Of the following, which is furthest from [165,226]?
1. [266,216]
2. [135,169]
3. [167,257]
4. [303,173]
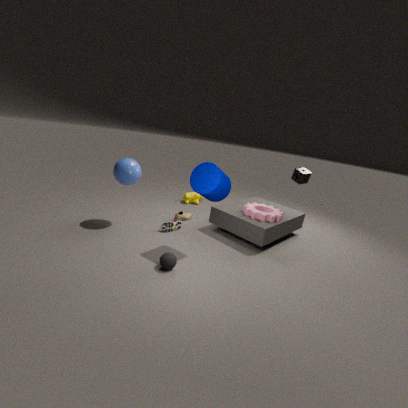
[303,173]
